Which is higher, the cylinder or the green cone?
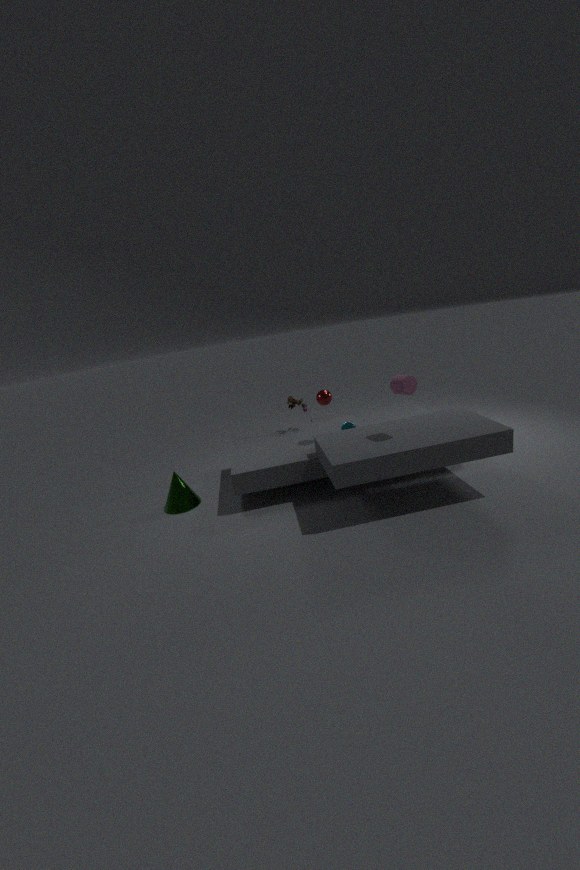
the cylinder
